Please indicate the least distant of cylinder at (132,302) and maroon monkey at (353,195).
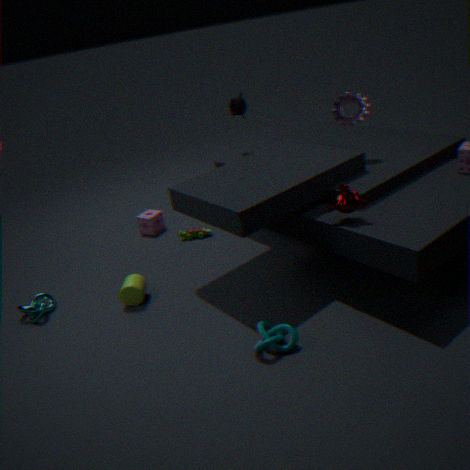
maroon monkey at (353,195)
